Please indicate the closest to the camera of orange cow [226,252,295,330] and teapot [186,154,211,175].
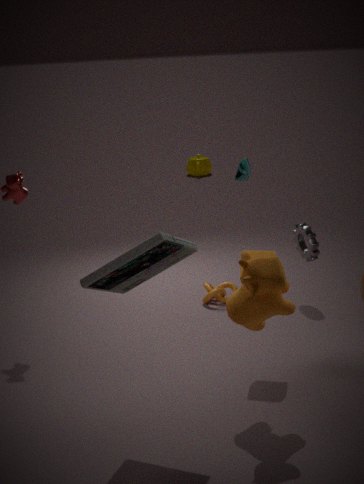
orange cow [226,252,295,330]
